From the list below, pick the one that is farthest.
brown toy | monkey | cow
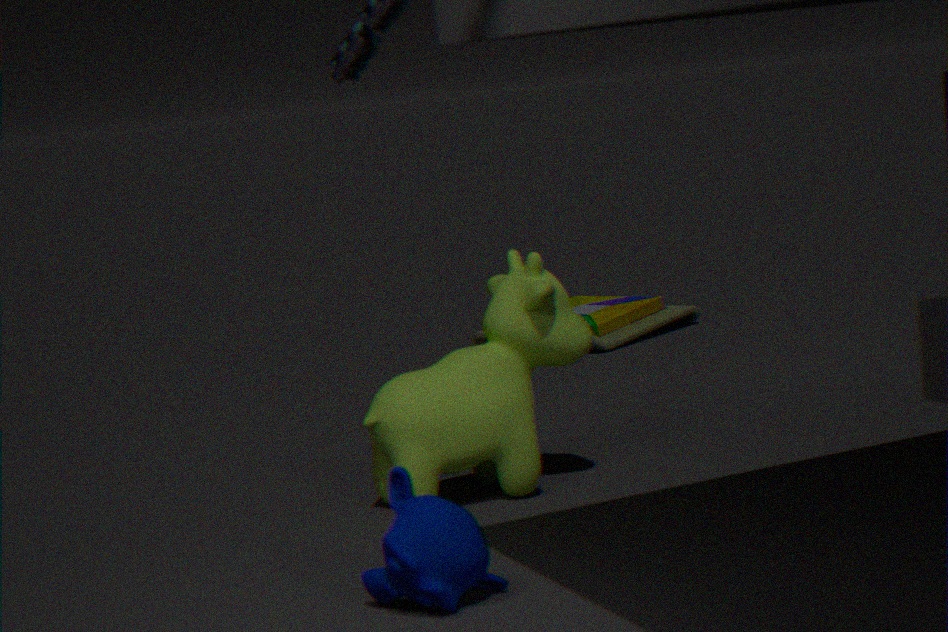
brown toy
